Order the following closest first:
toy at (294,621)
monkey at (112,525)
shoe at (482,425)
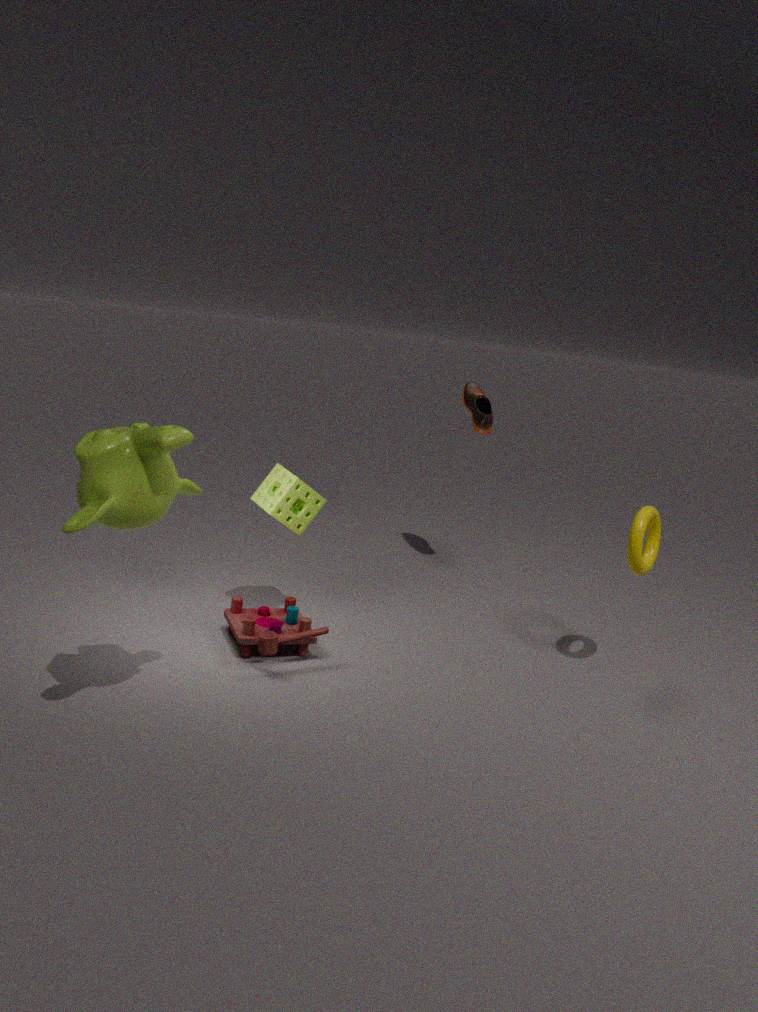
monkey at (112,525)
toy at (294,621)
shoe at (482,425)
